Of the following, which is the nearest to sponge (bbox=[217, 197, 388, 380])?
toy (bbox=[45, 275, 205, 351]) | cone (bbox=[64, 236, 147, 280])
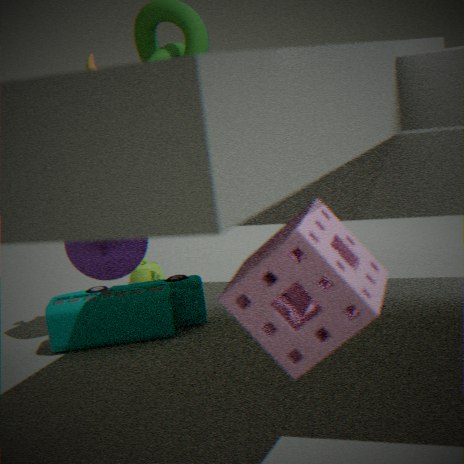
cone (bbox=[64, 236, 147, 280])
